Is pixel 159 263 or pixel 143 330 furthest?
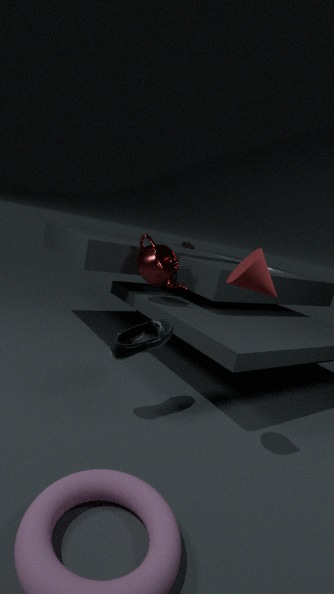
pixel 159 263
